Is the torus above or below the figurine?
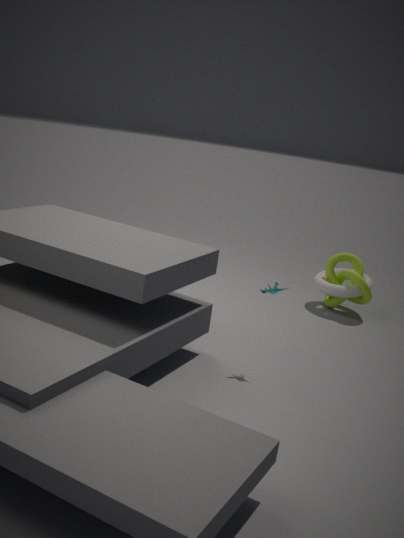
below
